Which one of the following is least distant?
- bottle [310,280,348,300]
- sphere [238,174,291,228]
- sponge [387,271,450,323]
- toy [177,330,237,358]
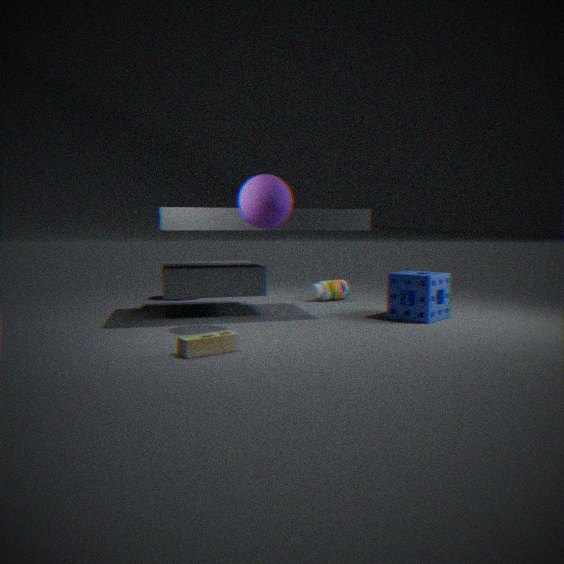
toy [177,330,237,358]
